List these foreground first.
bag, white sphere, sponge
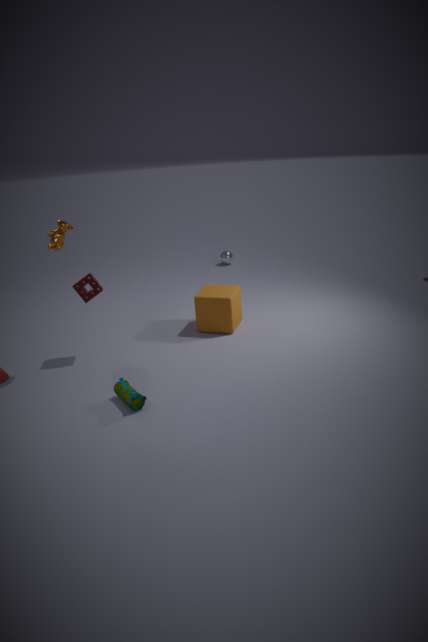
bag, sponge, white sphere
